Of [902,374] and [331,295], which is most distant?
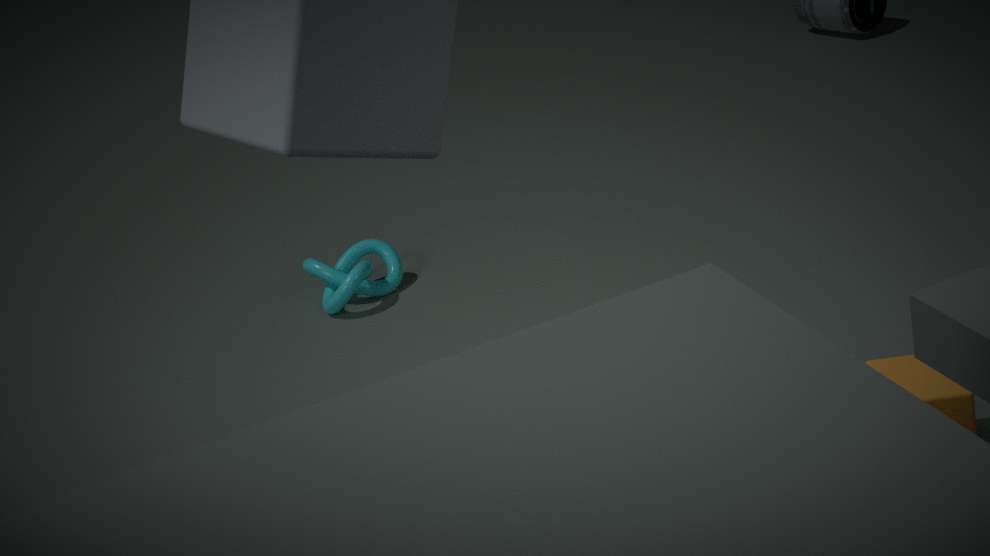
[331,295]
